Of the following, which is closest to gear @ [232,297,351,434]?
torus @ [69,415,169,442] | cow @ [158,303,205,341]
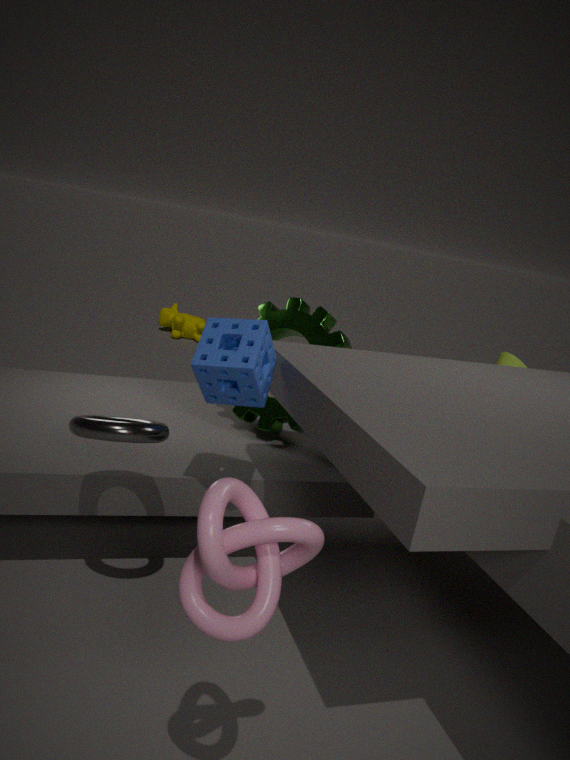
torus @ [69,415,169,442]
